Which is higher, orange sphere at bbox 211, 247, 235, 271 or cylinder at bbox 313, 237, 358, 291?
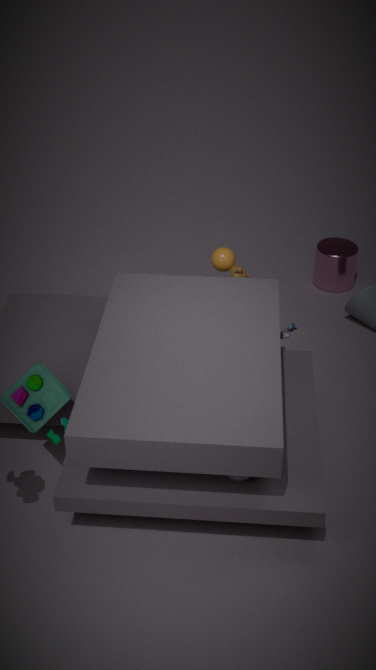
orange sphere at bbox 211, 247, 235, 271
